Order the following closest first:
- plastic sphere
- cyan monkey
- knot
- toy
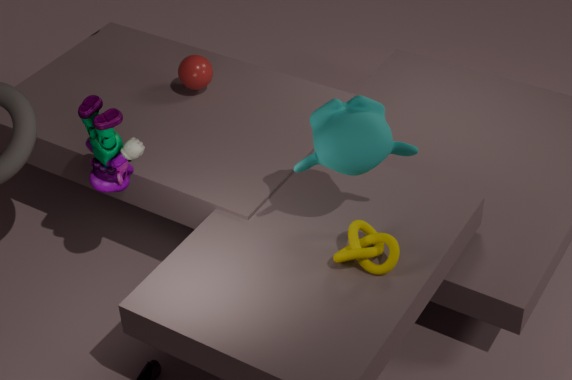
1. cyan monkey
2. knot
3. toy
4. plastic sphere
